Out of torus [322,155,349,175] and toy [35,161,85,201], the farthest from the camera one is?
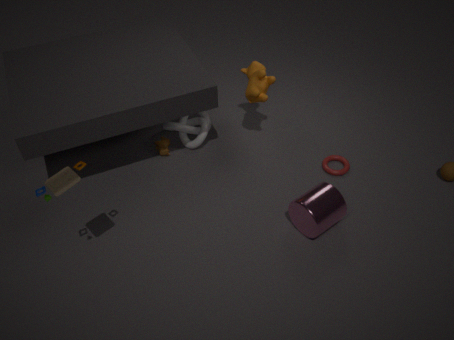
torus [322,155,349,175]
